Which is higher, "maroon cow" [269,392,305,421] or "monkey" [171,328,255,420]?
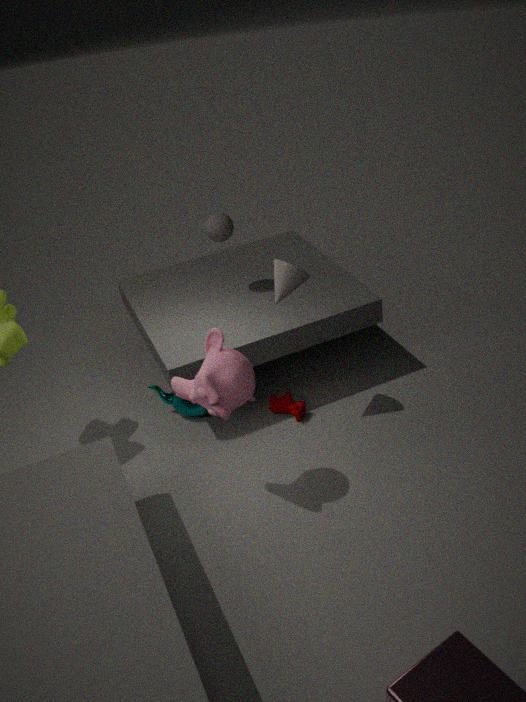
"monkey" [171,328,255,420]
